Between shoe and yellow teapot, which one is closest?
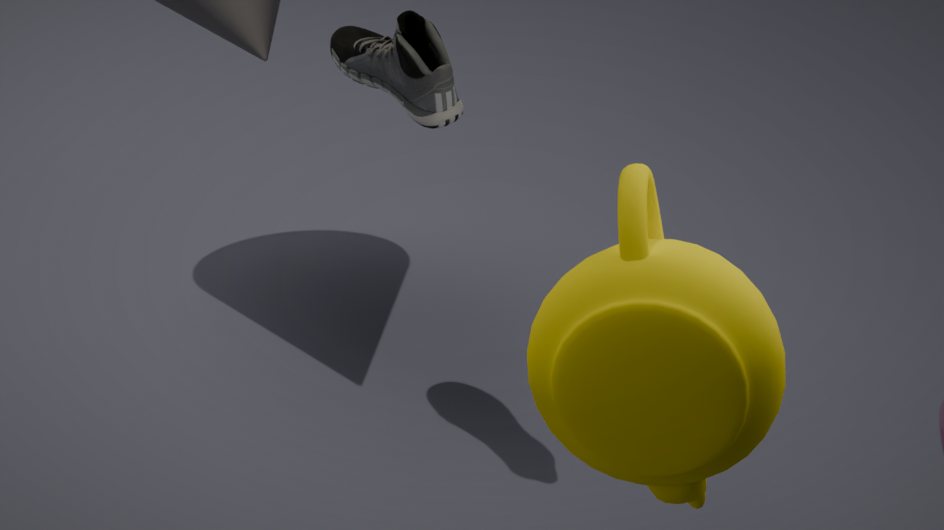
yellow teapot
